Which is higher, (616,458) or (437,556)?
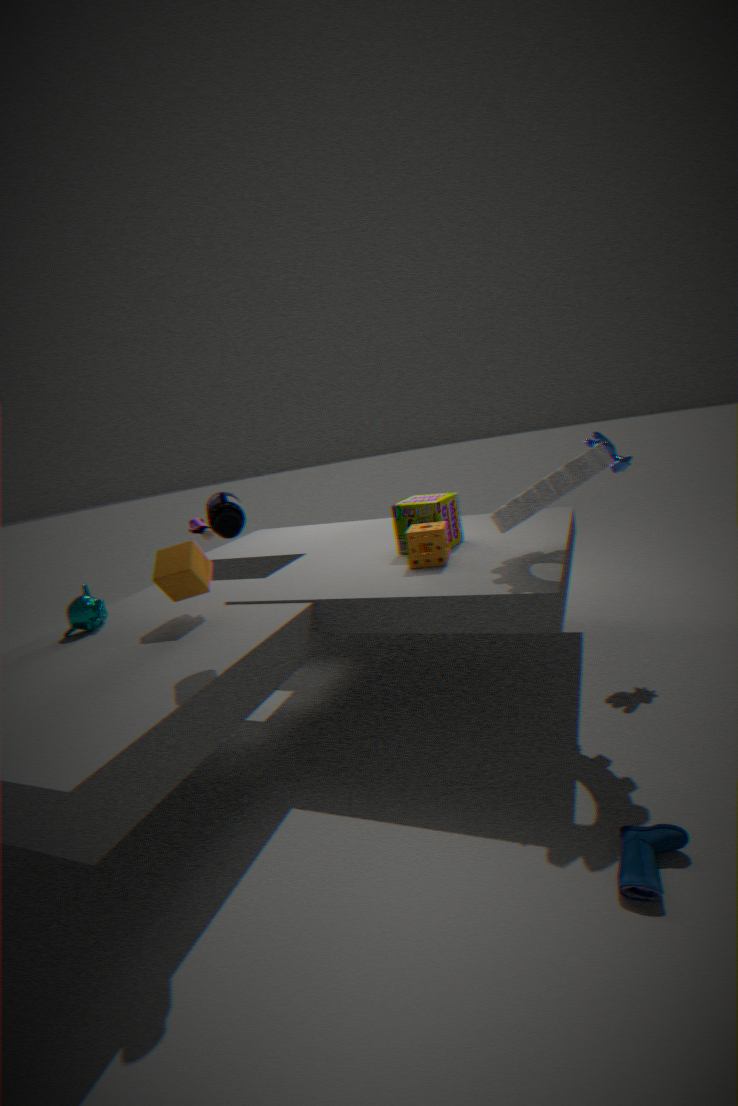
(616,458)
